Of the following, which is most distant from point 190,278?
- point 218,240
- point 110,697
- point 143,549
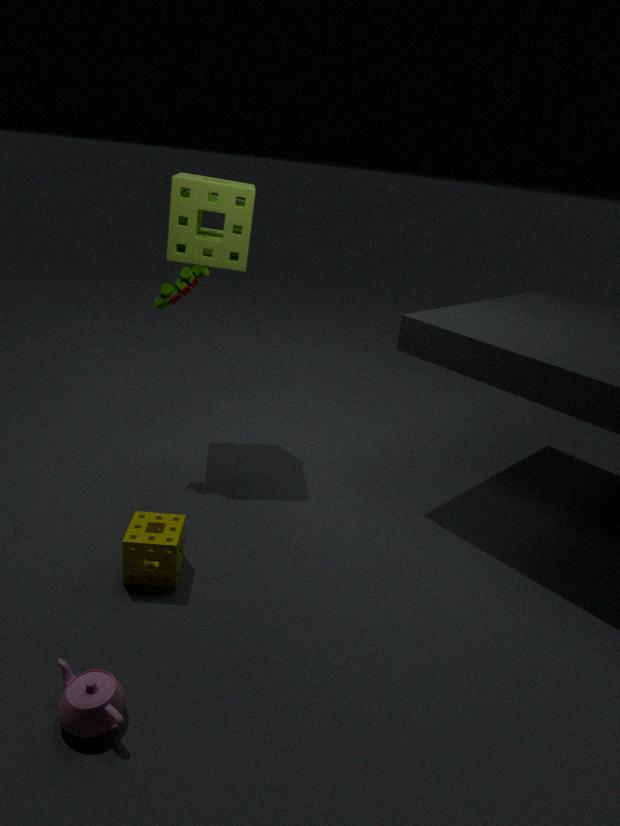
point 110,697
